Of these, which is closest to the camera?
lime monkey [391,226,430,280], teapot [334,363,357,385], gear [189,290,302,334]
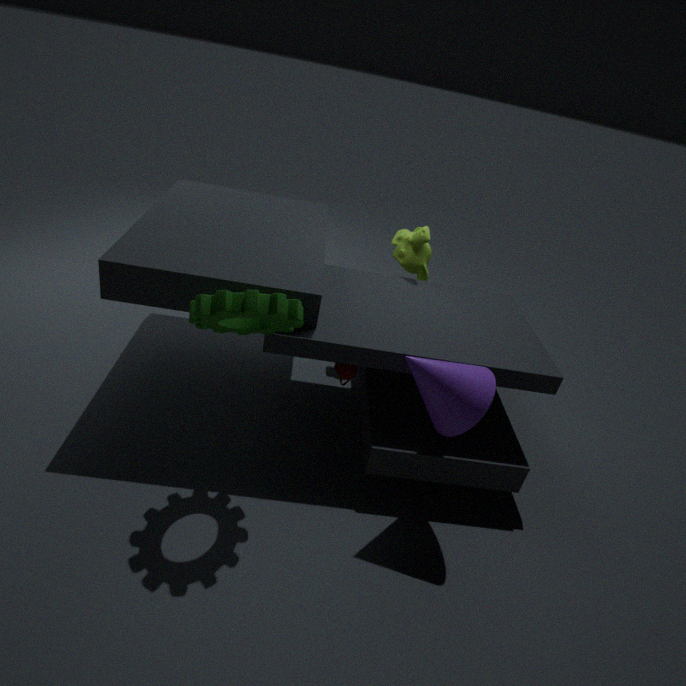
gear [189,290,302,334]
